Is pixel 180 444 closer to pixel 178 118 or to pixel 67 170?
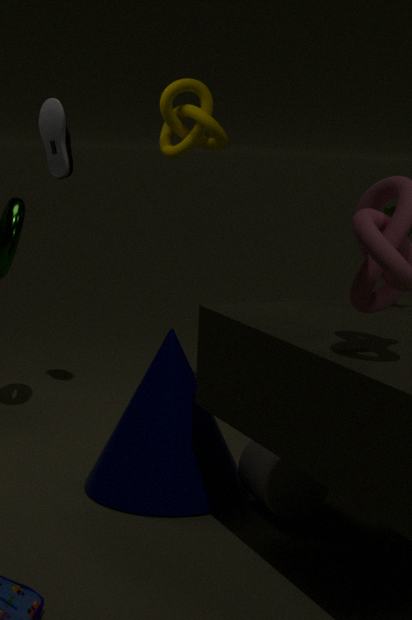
pixel 67 170
